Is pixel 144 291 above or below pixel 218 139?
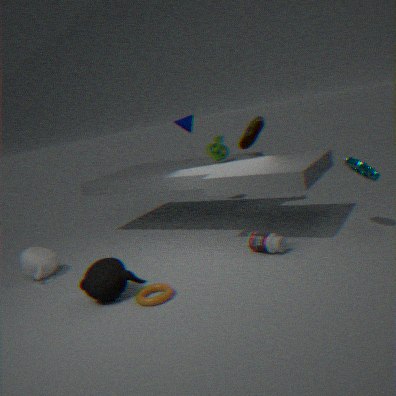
below
